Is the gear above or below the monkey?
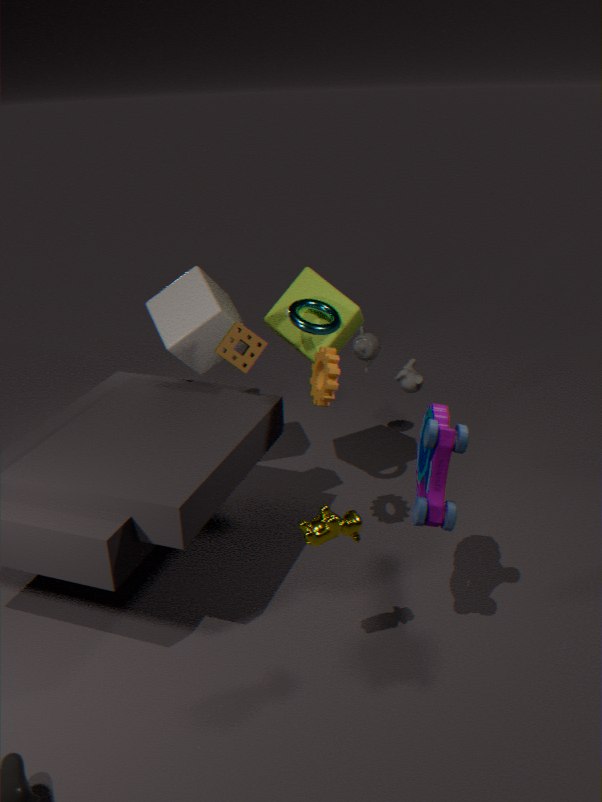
above
